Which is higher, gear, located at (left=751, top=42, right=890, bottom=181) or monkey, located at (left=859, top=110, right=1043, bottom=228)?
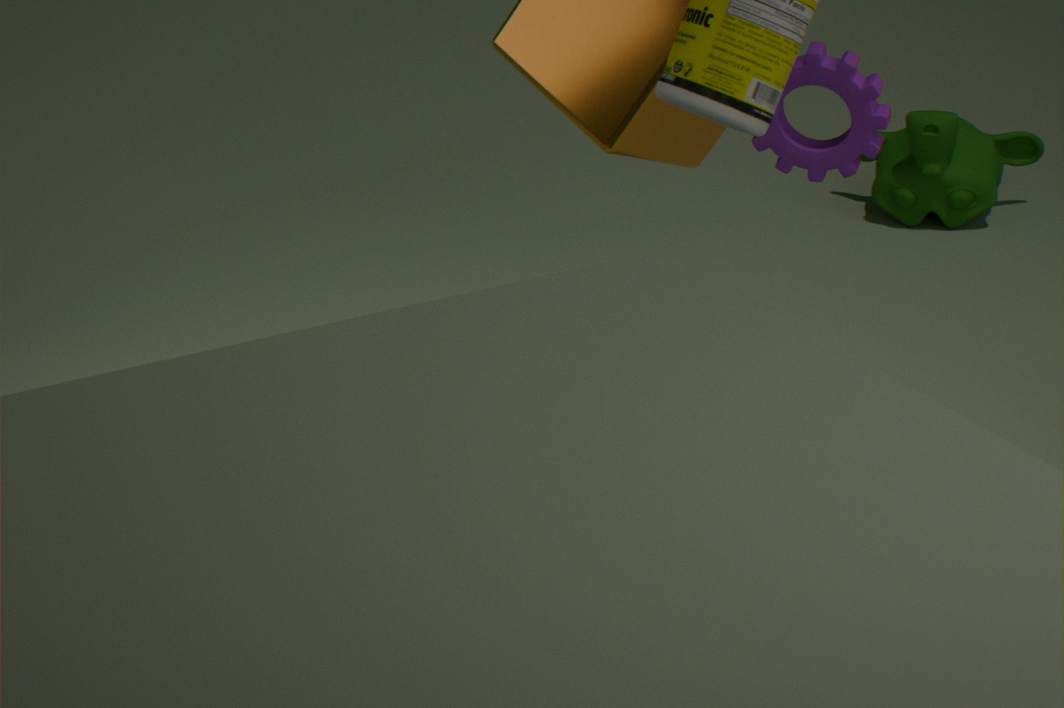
gear, located at (left=751, top=42, right=890, bottom=181)
